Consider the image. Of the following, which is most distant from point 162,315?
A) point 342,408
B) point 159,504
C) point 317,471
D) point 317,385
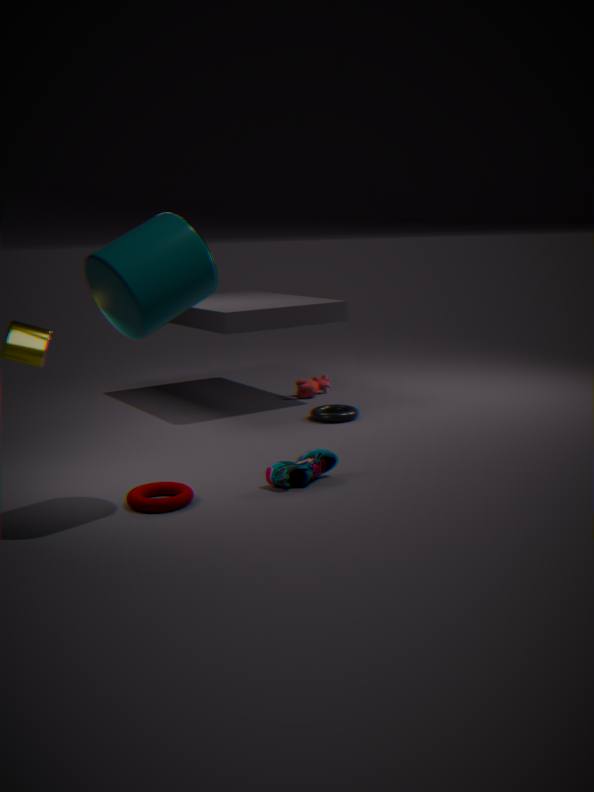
point 317,385
